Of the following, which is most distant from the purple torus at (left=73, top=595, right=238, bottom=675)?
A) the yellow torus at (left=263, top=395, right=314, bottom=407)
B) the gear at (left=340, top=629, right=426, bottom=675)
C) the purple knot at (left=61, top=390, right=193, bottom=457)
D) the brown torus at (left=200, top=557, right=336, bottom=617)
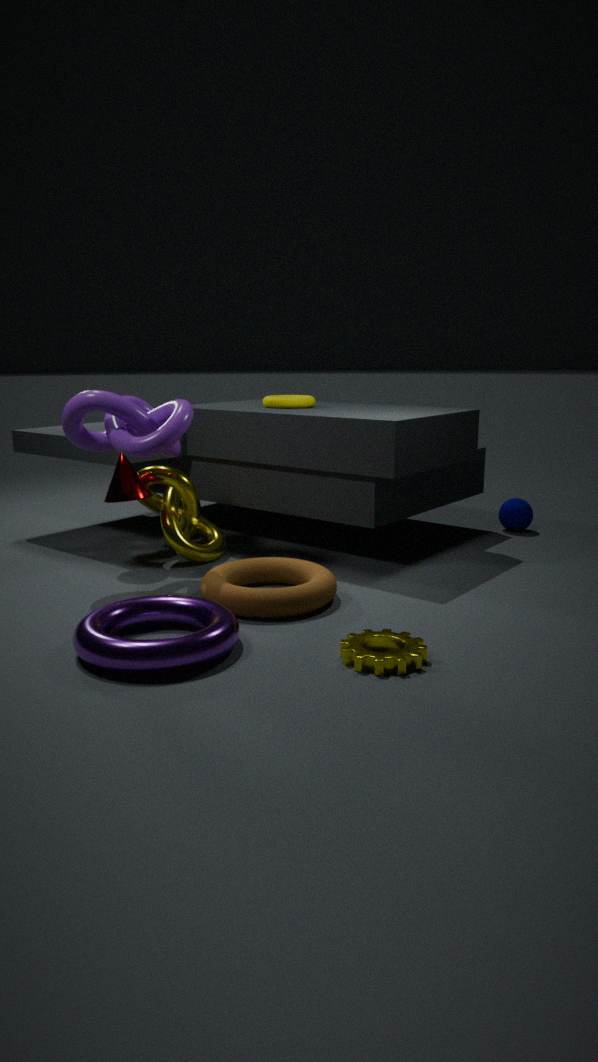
the yellow torus at (left=263, top=395, right=314, bottom=407)
